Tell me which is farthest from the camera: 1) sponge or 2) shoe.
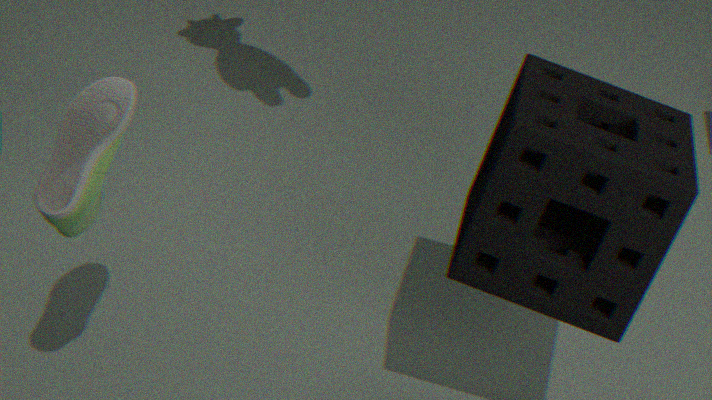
1. sponge
